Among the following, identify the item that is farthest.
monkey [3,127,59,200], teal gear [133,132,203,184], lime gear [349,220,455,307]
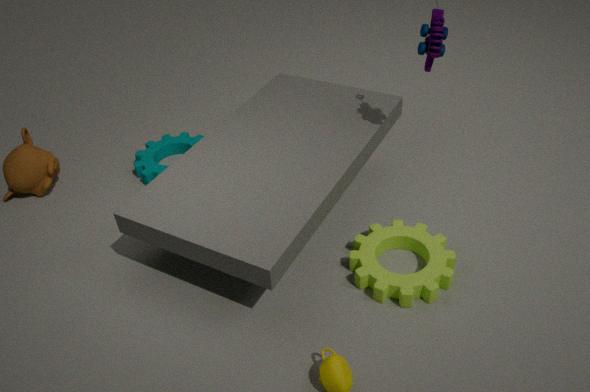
teal gear [133,132,203,184]
